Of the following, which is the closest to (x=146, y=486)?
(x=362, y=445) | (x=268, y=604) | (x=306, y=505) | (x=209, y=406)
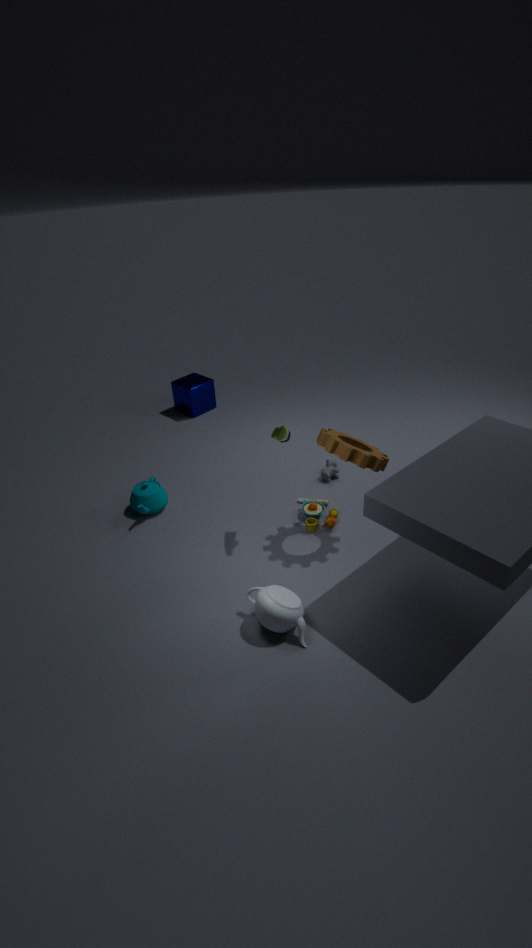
(x=306, y=505)
